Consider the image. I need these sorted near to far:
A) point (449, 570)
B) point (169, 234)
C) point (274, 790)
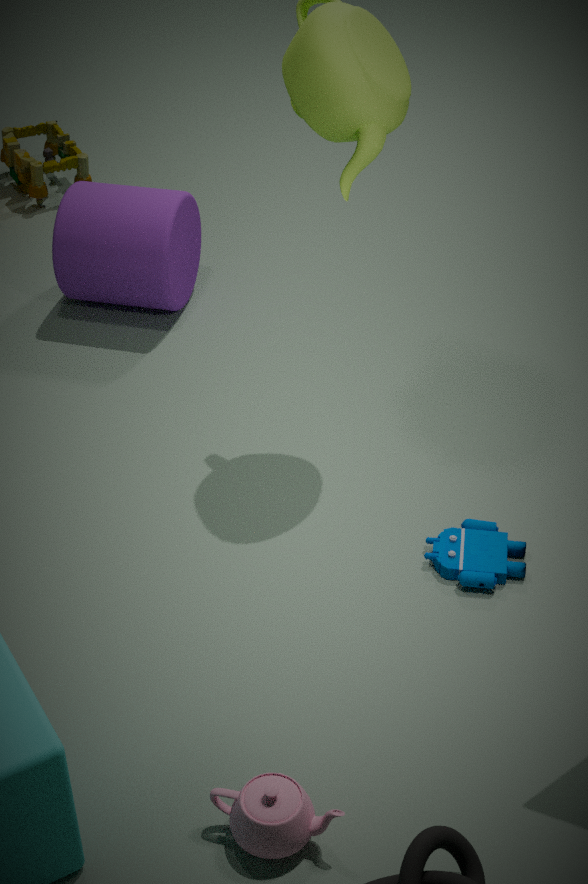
point (274, 790) < point (449, 570) < point (169, 234)
